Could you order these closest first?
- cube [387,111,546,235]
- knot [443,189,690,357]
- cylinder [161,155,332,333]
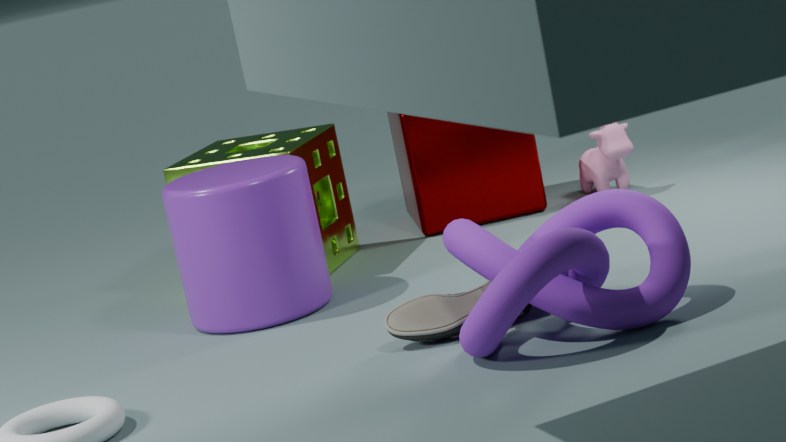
knot [443,189,690,357], cylinder [161,155,332,333], cube [387,111,546,235]
